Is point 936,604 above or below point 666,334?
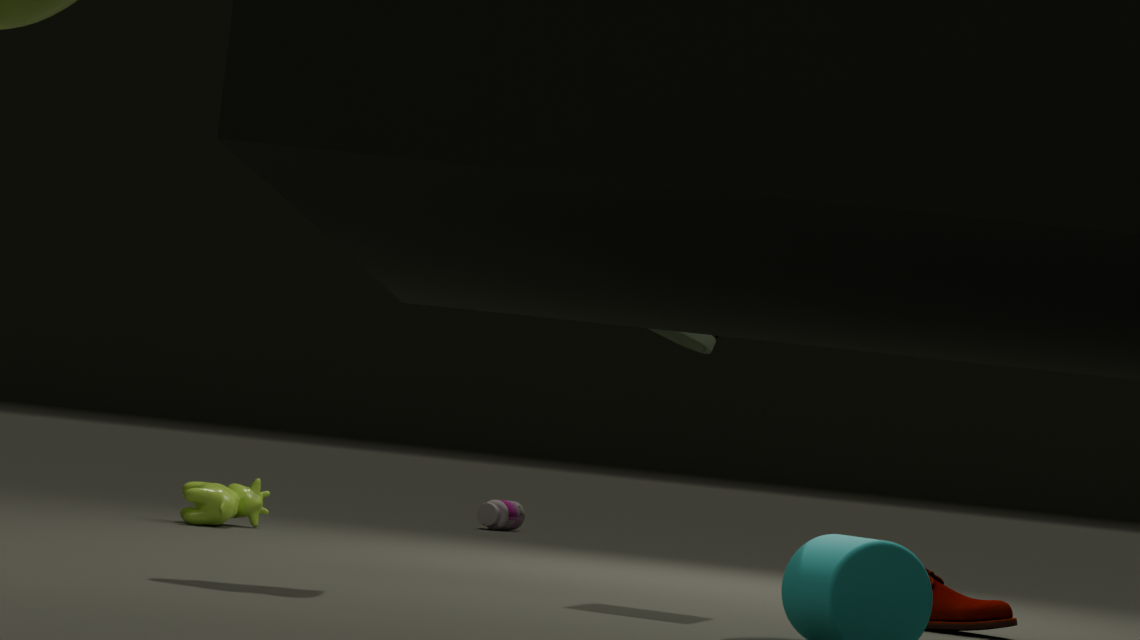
below
